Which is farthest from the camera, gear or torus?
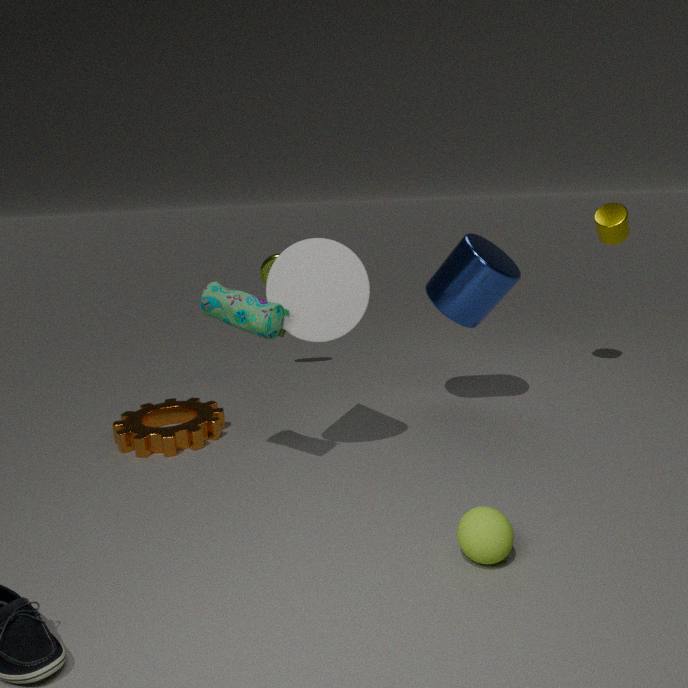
torus
